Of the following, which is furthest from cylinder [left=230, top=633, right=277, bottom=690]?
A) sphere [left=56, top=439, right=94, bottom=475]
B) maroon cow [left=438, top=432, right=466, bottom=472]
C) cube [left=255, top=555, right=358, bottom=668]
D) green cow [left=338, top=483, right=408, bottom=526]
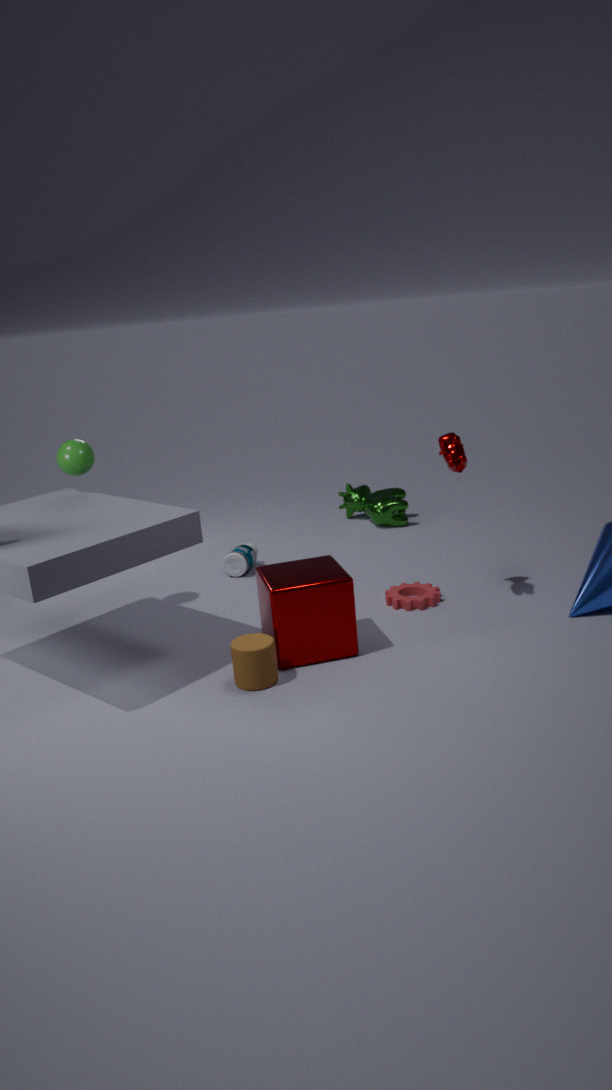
green cow [left=338, top=483, right=408, bottom=526]
